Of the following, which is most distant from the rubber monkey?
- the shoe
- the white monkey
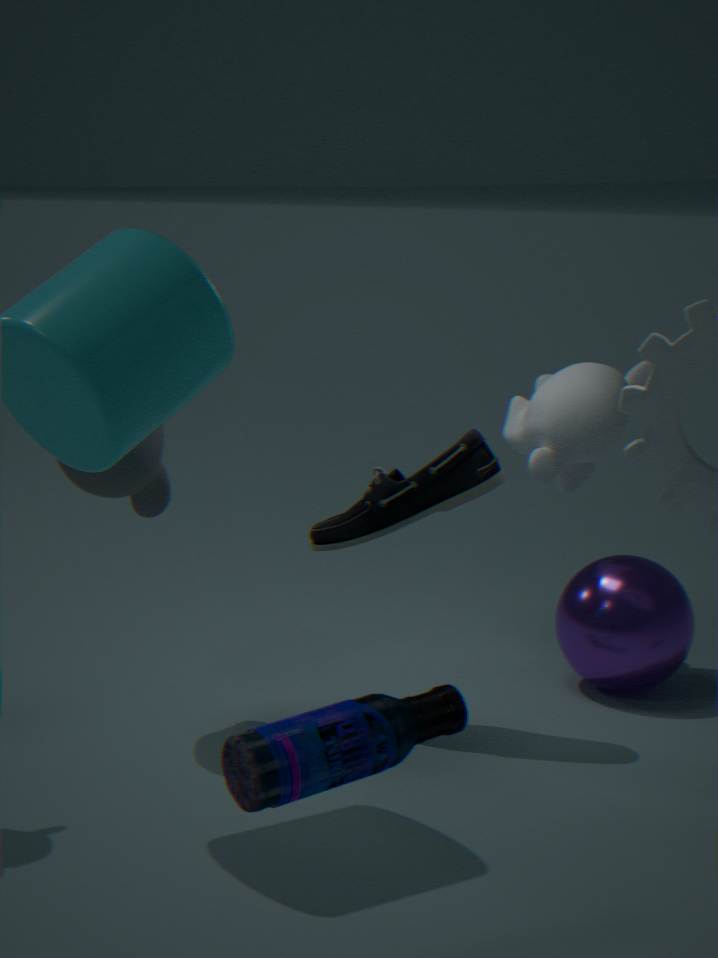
the white monkey
